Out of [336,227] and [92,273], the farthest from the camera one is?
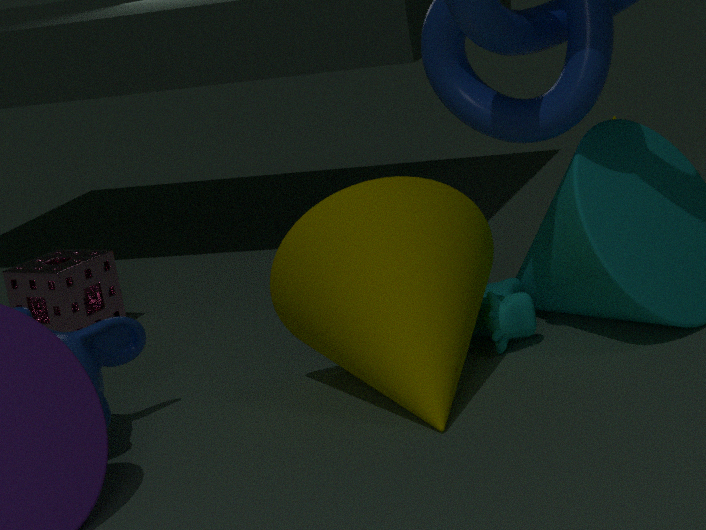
[92,273]
